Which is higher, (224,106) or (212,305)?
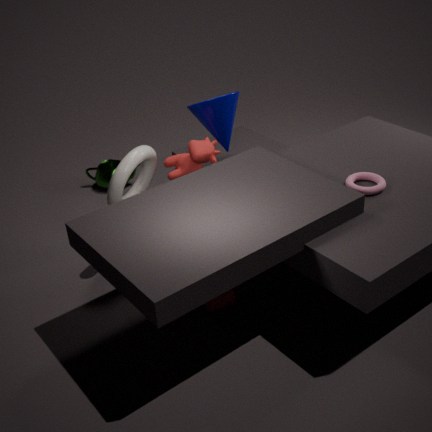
(224,106)
